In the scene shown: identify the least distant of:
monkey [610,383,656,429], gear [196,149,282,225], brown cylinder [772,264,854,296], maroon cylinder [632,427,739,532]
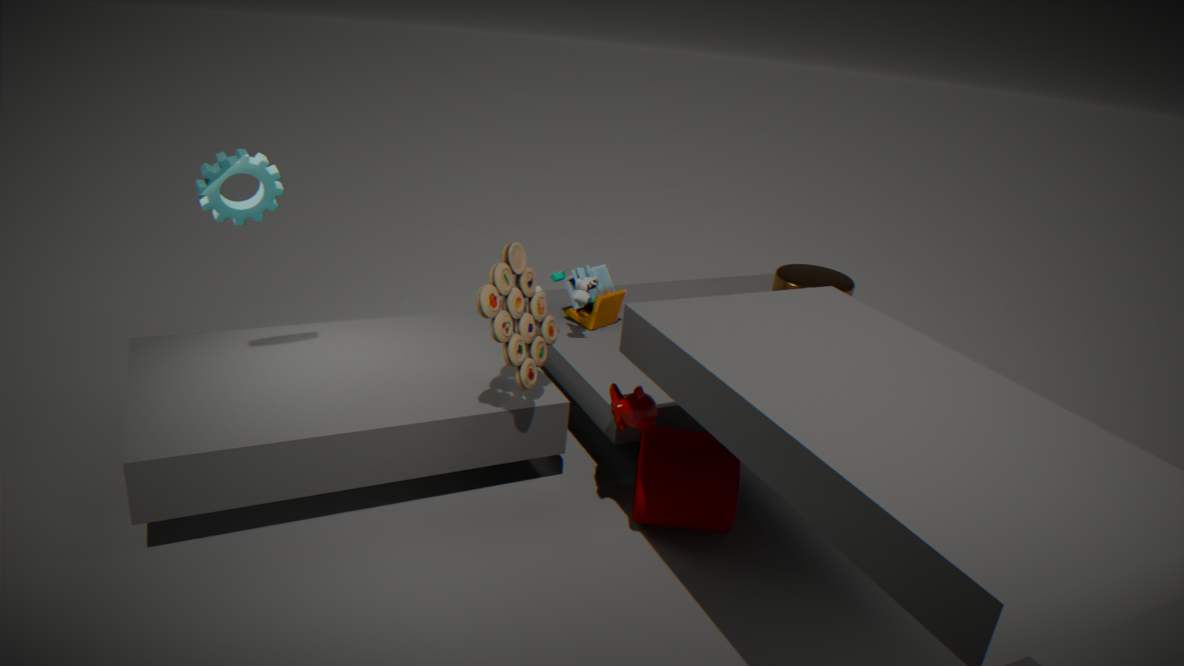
gear [196,149,282,225]
